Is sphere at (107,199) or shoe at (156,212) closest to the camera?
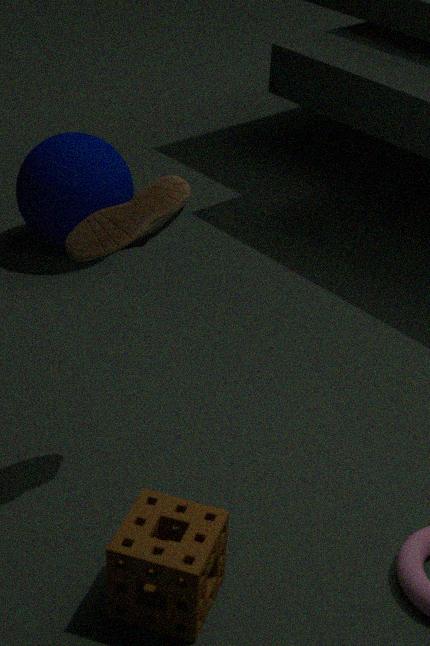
shoe at (156,212)
